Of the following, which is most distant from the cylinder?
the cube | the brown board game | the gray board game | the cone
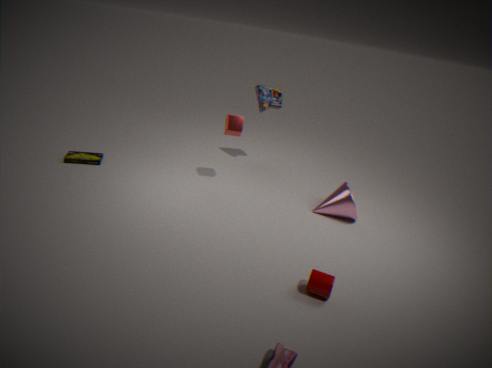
the brown board game
